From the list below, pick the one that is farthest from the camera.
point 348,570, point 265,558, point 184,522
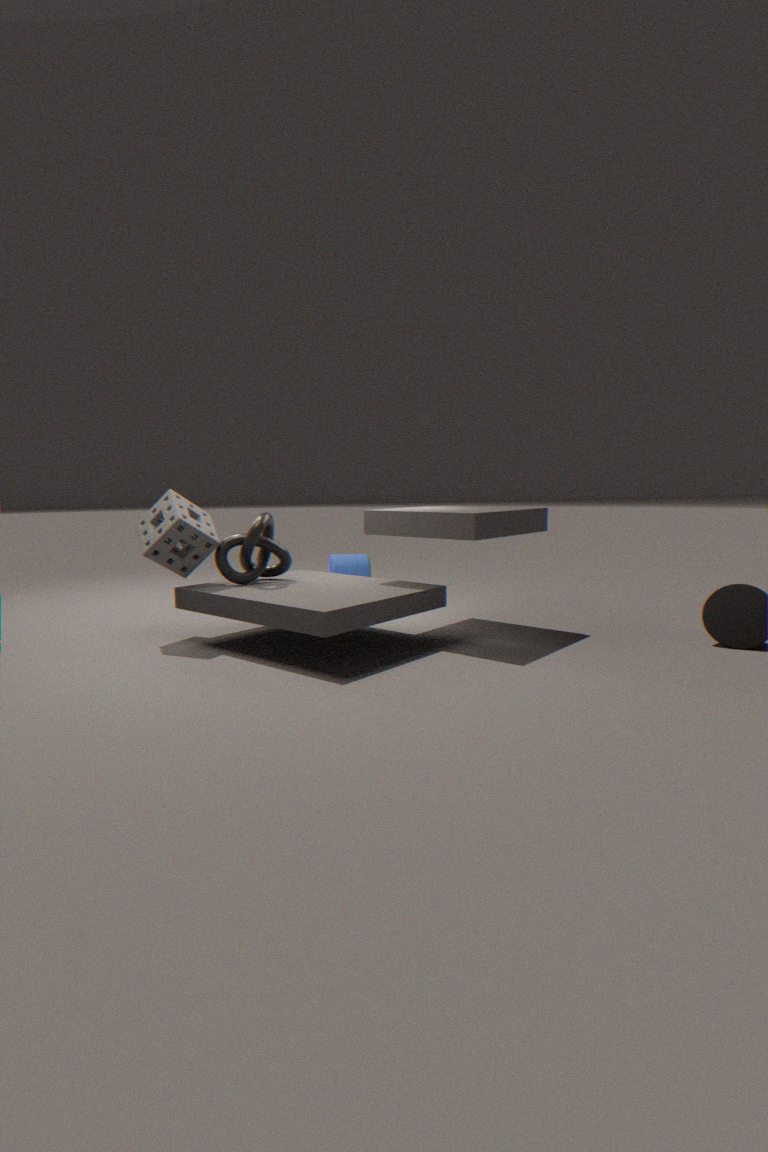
point 348,570
